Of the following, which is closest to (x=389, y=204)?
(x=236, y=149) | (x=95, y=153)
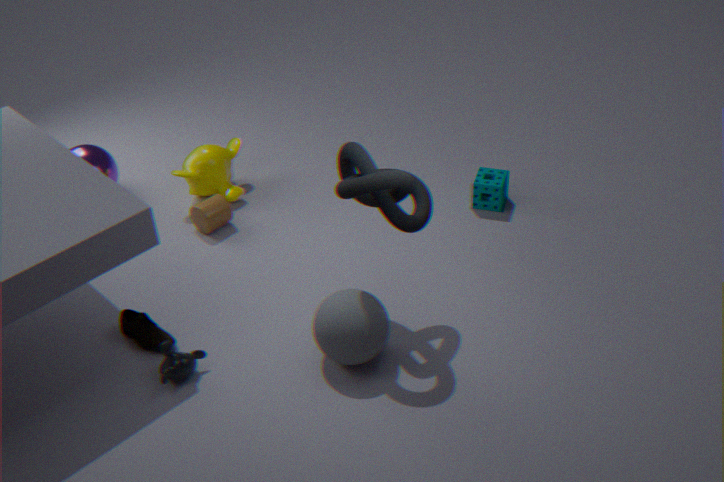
(x=236, y=149)
